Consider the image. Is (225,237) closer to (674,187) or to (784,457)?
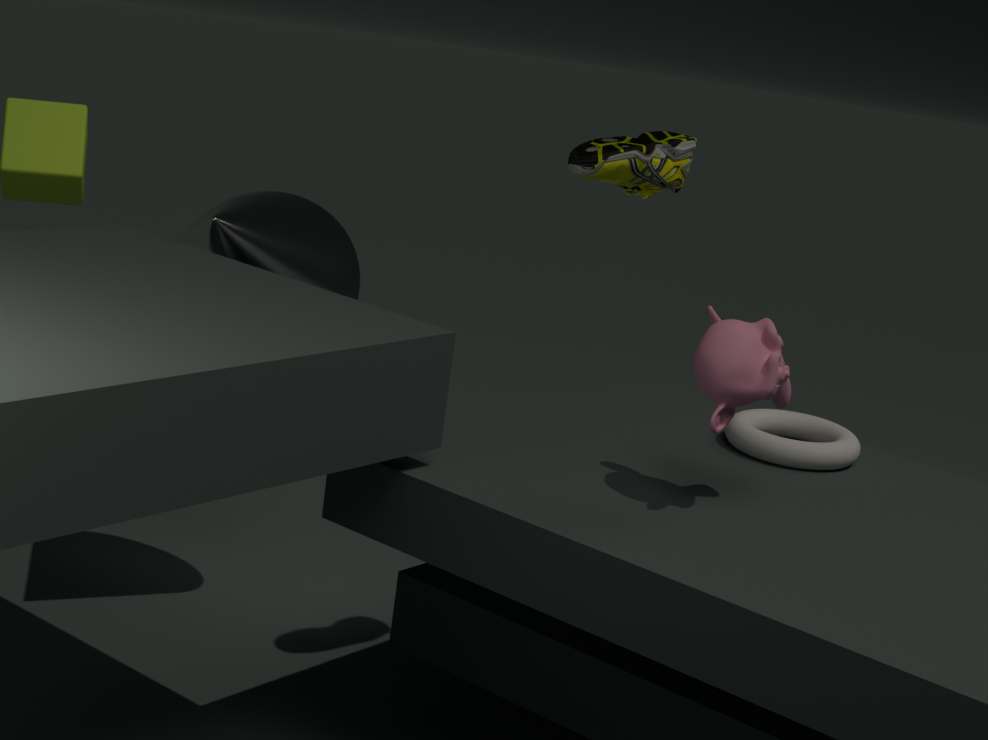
(674,187)
